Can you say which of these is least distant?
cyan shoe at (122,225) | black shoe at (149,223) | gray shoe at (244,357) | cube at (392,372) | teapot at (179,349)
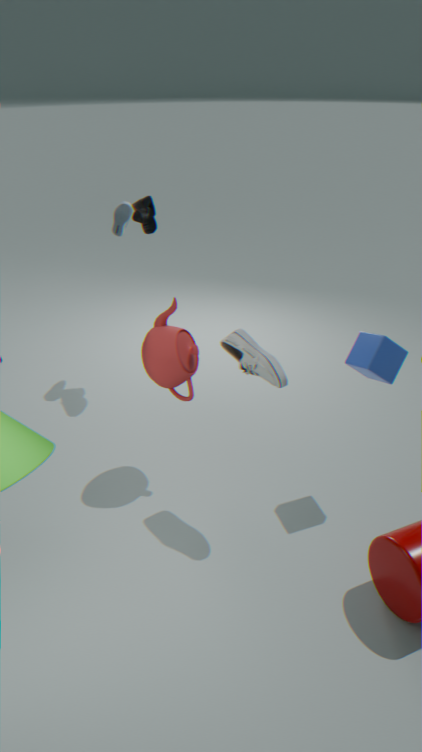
gray shoe at (244,357)
